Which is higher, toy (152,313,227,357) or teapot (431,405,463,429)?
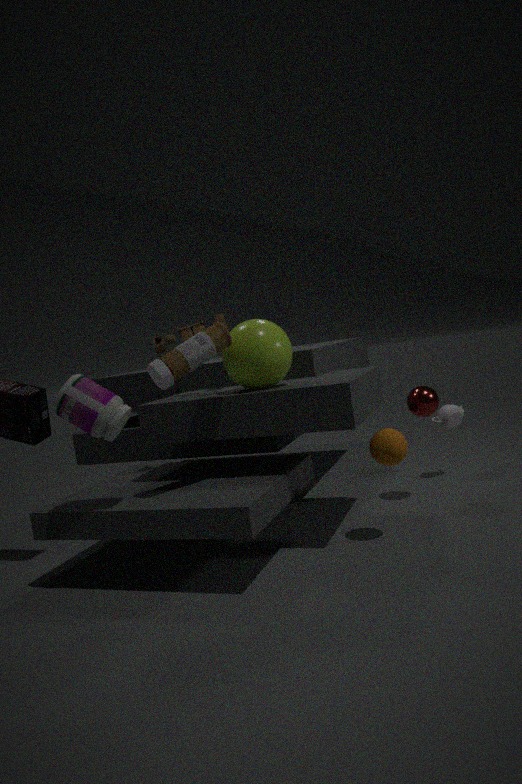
toy (152,313,227,357)
